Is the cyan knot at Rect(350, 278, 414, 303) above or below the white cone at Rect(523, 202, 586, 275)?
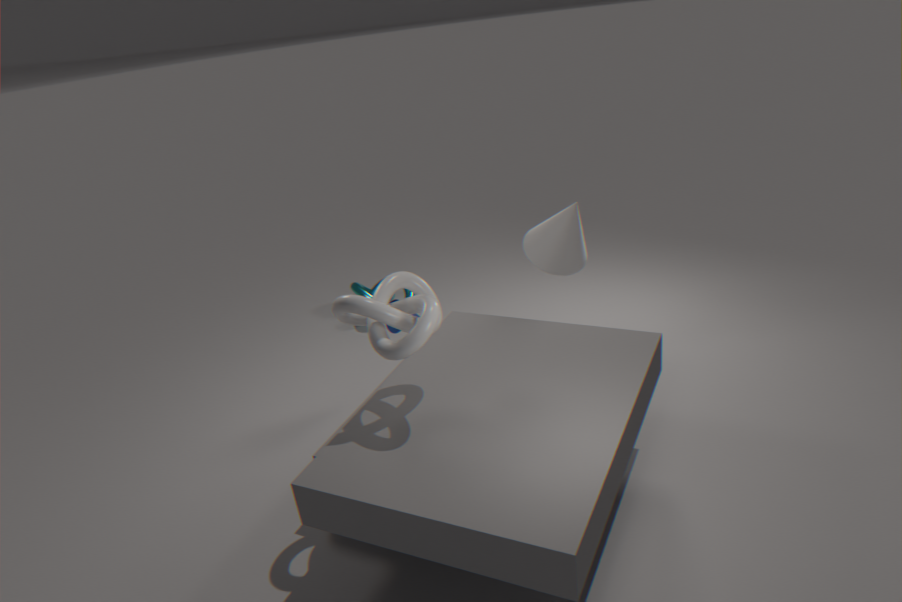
below
